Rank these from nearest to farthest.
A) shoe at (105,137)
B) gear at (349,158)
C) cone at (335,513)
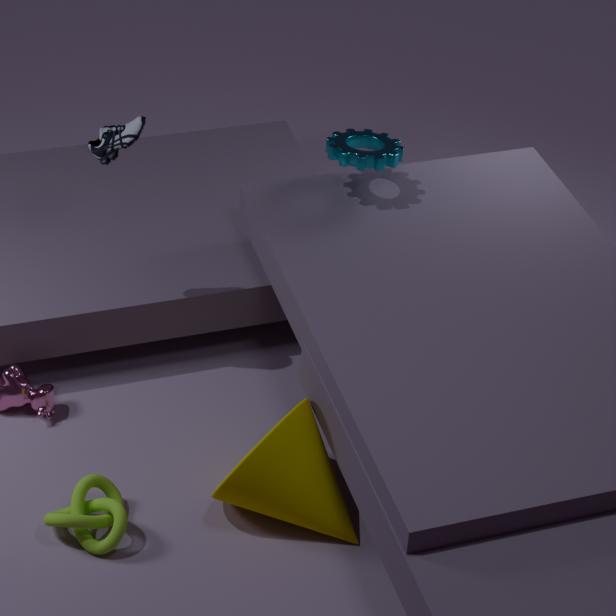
cone at (335,513)
shoe at (105,137)
gear at (349,158)
